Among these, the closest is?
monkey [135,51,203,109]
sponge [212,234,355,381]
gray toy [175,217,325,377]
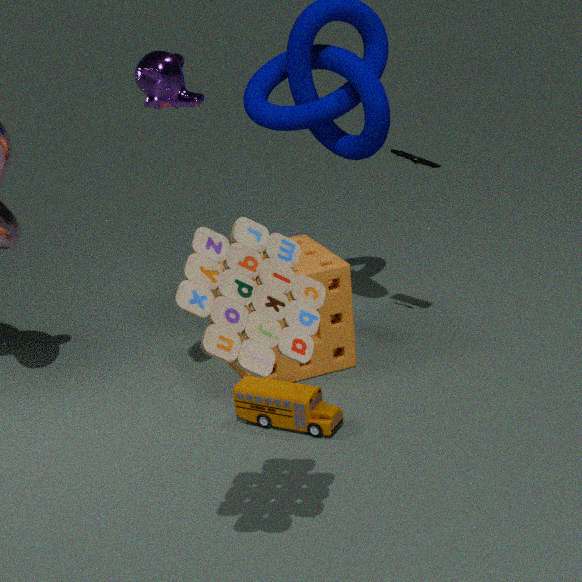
gray toy [175,217,325,377]
